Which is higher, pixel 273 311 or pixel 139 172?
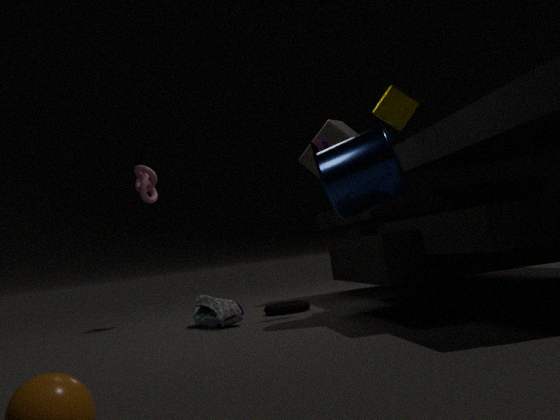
pixel 139 172
